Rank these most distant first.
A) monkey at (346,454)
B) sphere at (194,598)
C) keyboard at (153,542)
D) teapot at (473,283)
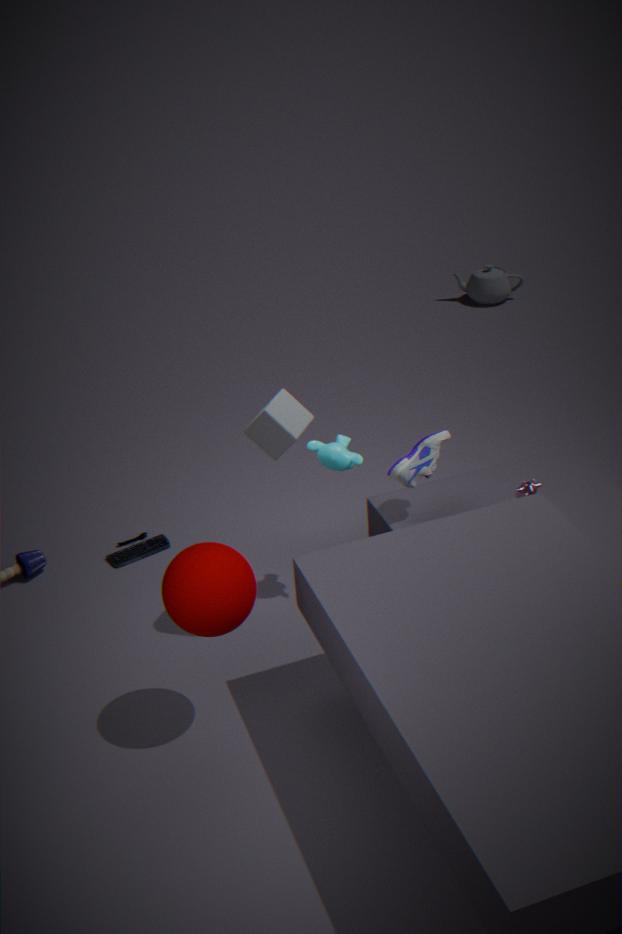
teapot at (473,283)
keyboard at (153,542)
monkey at (346,454)
sphere at (194,598)
